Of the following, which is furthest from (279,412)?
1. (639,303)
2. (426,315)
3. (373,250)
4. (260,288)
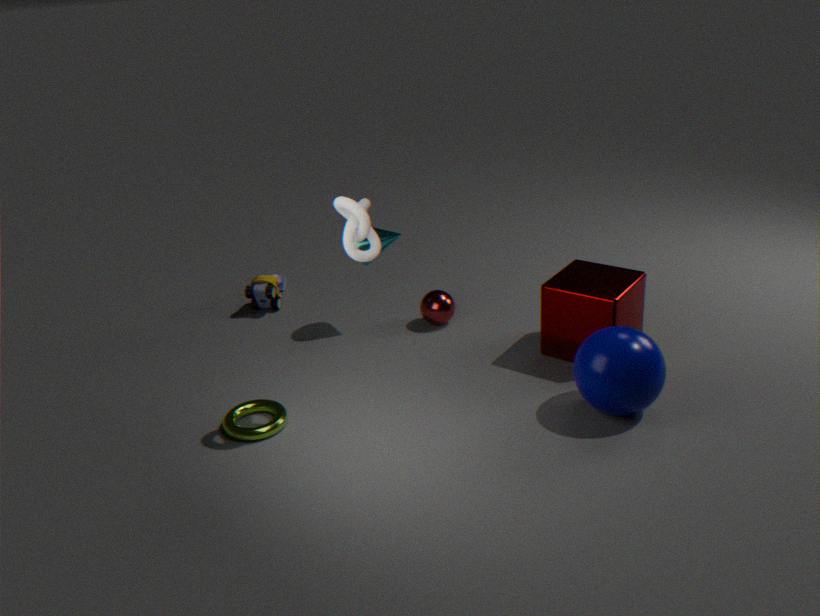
(639,303)
